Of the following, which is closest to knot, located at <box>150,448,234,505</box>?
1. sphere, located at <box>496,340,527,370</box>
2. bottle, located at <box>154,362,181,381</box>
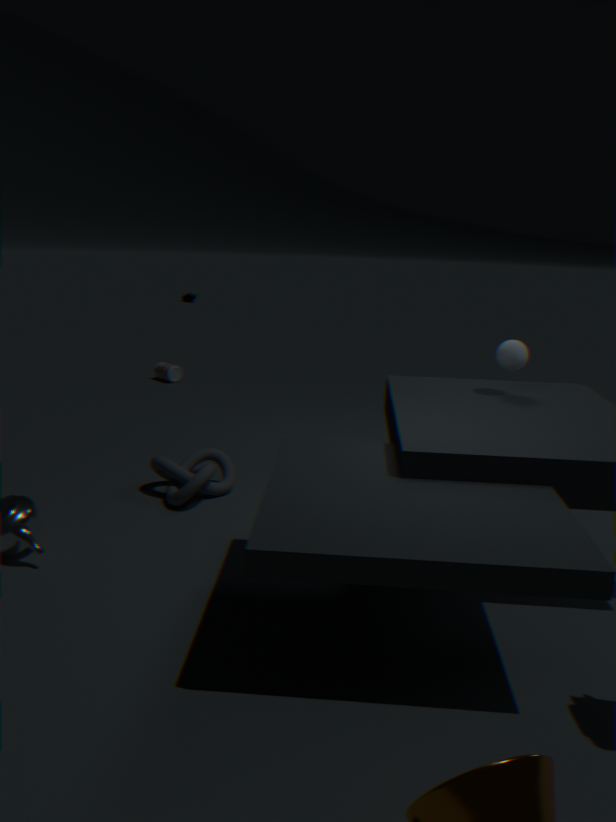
sphere, located at <box>496,340,527,370</box>
